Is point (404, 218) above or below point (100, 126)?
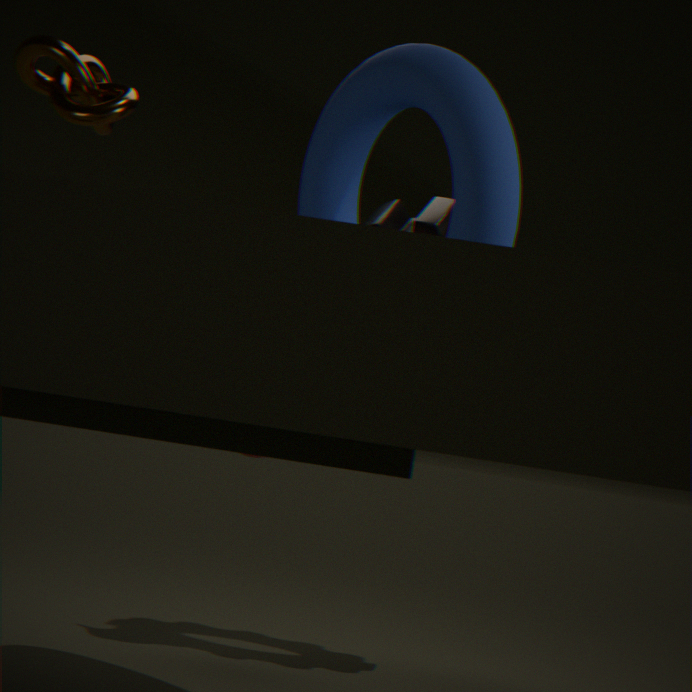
below
